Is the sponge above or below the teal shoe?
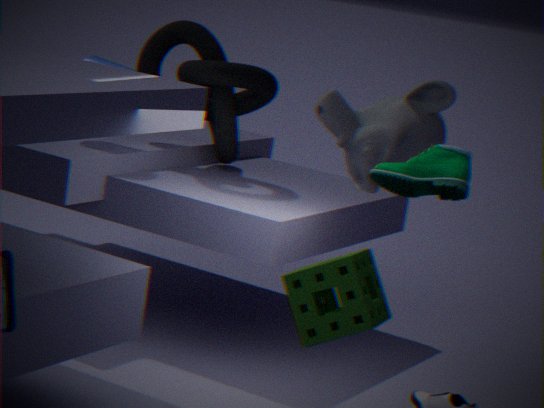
below
